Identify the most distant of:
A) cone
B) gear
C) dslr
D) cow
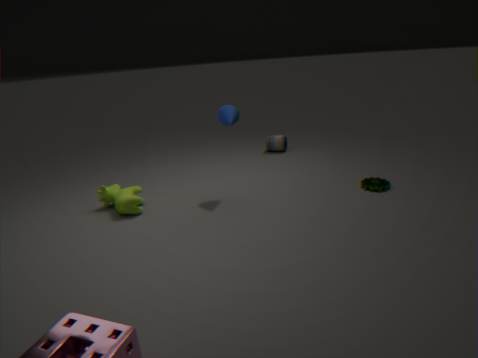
dslr
